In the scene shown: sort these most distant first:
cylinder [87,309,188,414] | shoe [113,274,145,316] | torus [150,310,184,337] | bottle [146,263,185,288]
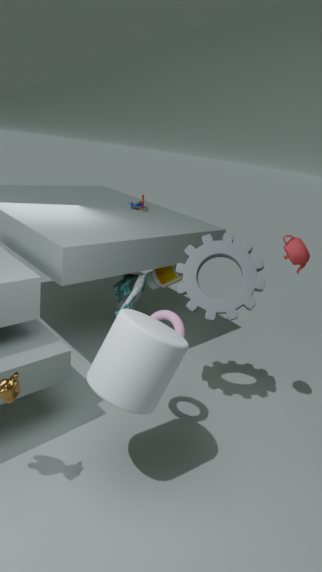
bottle [146,263,185,288] < shoe [113,274,145,316] < torus [150,310,184,337] < cylinder [87,309,188,414]
